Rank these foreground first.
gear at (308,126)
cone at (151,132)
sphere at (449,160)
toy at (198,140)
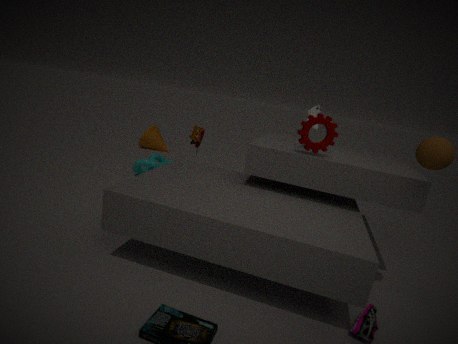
sphere at (449,160) → gear at (308,126) → toy at (198,140) → cone at (151,132)
